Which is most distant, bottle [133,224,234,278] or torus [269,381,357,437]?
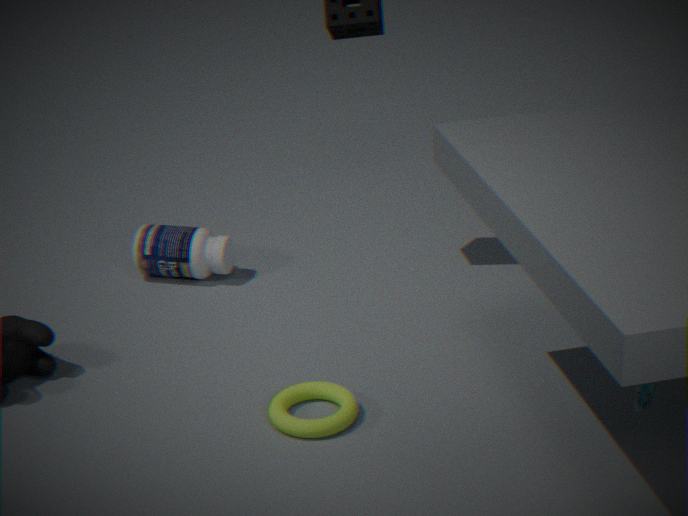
bottle [133,224,234,278]
